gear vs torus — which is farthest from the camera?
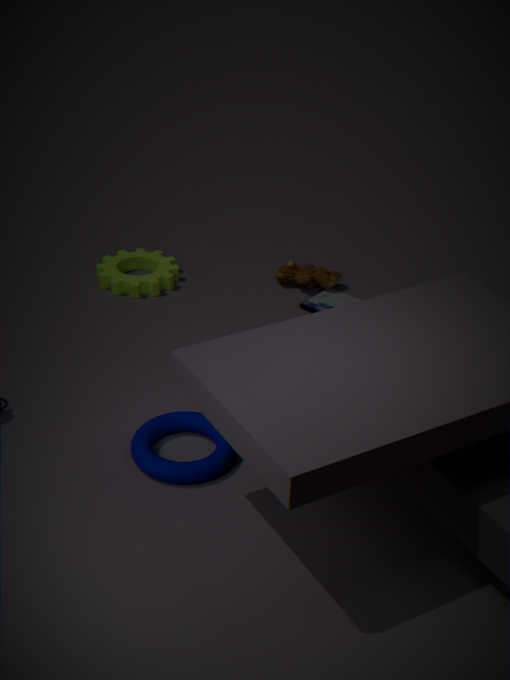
gear
